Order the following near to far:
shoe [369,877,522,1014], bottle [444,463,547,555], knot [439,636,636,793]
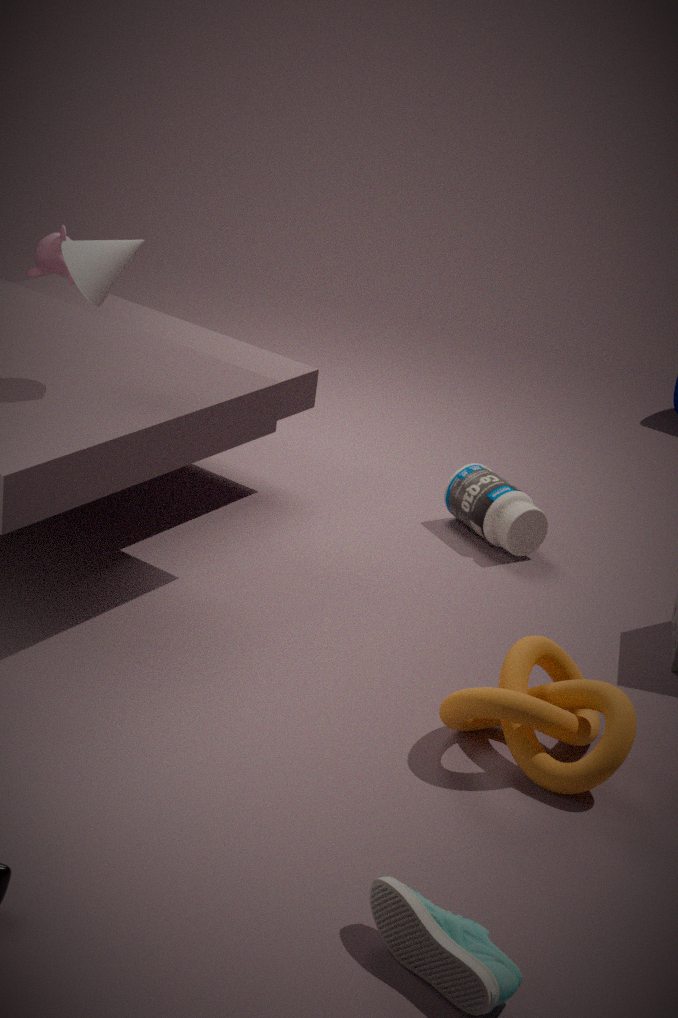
1. shoe [369,877,522,1014]
2. knot [439,636,636,793]
3. bottle [444,463,547,555]
